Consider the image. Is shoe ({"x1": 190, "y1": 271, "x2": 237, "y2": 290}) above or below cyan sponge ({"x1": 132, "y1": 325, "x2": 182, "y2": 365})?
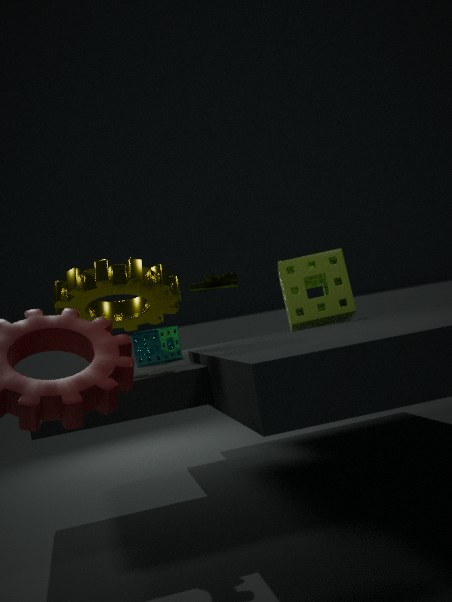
above
